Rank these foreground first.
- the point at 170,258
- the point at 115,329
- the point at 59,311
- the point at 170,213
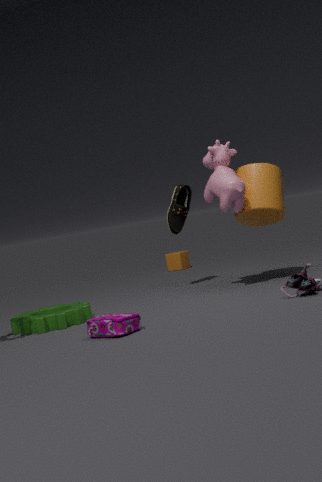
the point at 115,329 → the point at 59,311 → the point at 170,213 → the point at 170,258
